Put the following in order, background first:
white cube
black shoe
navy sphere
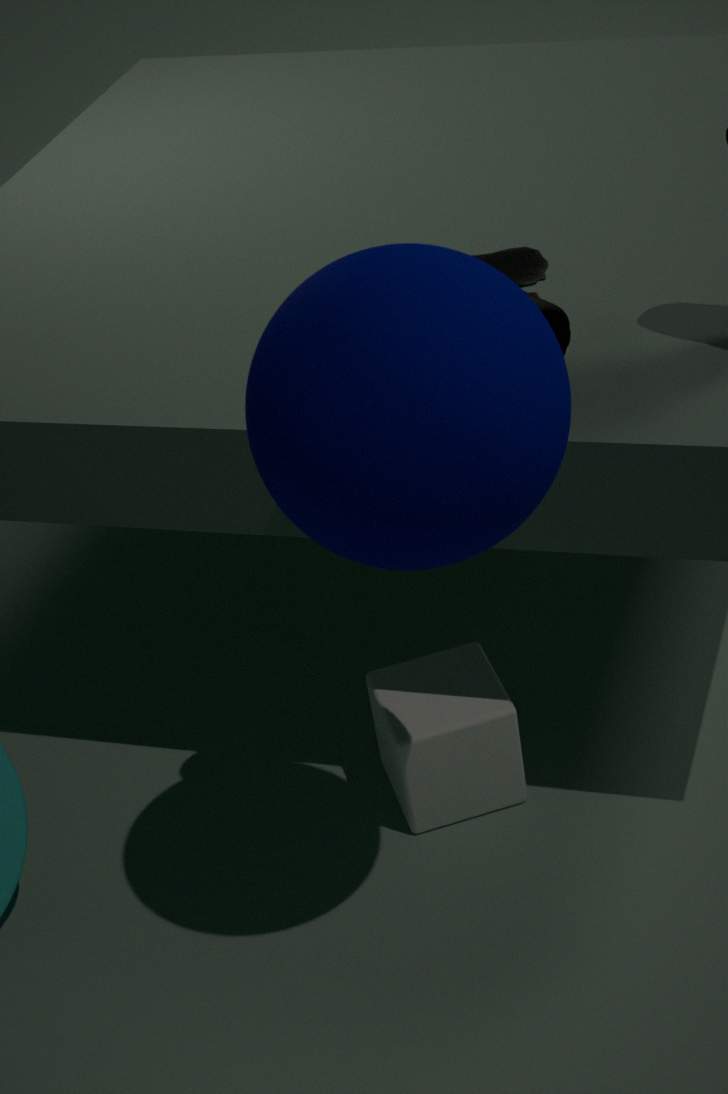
white cube, black shoe, navy sphere
